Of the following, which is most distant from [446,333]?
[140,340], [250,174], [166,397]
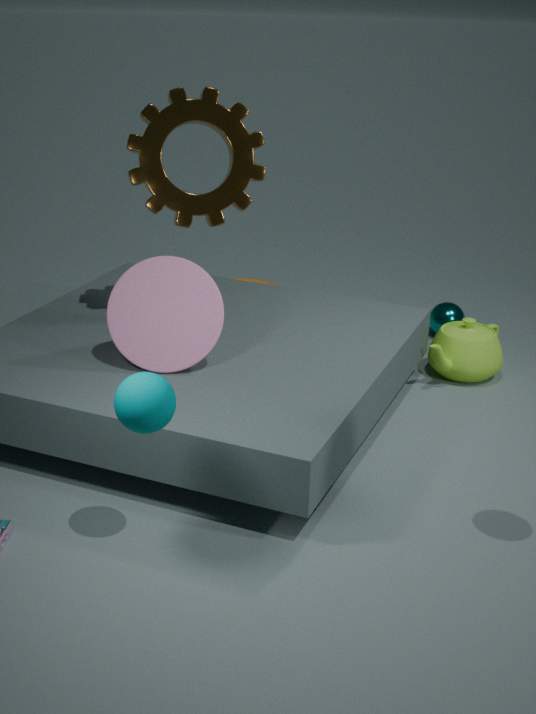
[166,397]
